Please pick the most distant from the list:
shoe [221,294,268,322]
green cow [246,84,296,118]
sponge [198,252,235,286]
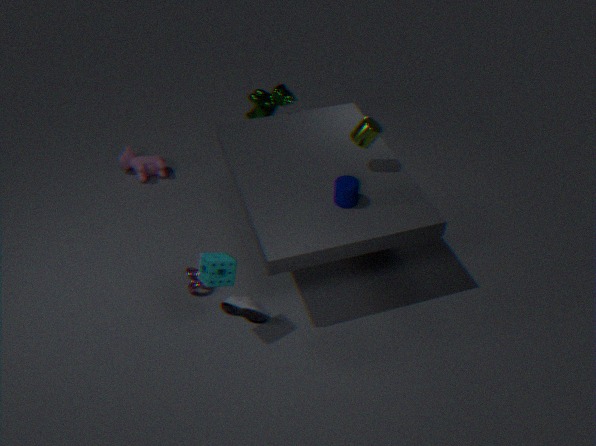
green cow [246,84,296,118]
